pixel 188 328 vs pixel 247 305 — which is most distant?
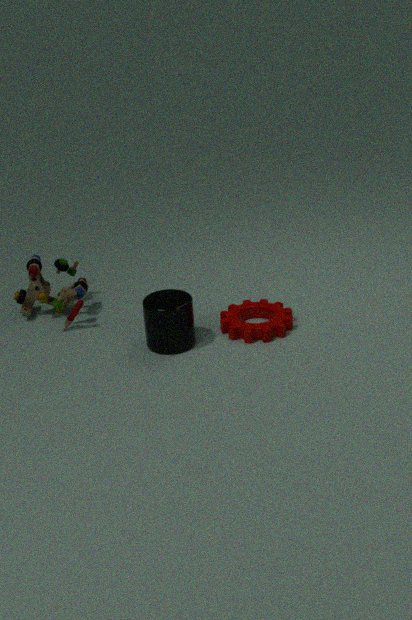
pixel 247 305
